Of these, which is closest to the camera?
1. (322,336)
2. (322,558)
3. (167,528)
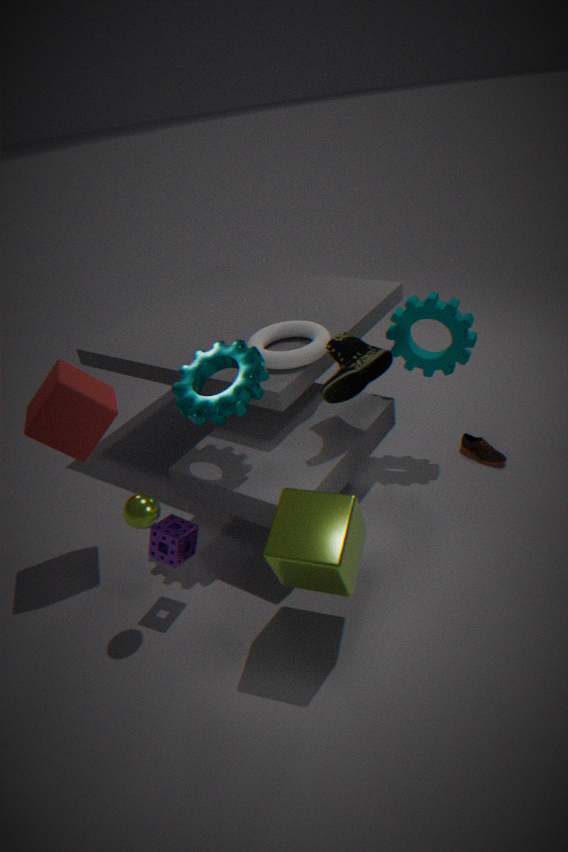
(322,558)
